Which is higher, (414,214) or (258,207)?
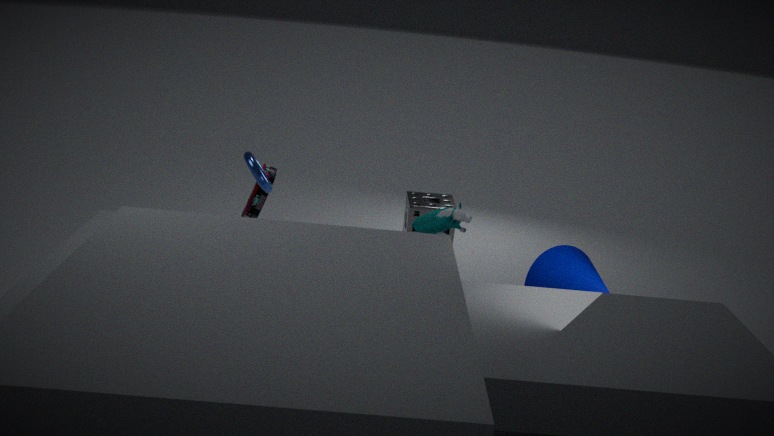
(258,207)
